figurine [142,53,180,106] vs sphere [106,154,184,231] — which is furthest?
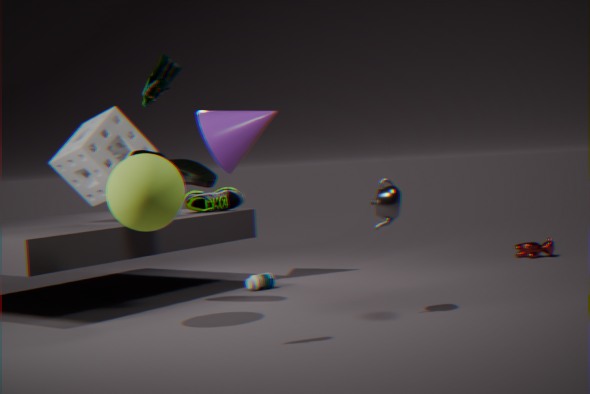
sphere [106,154,184,231]
